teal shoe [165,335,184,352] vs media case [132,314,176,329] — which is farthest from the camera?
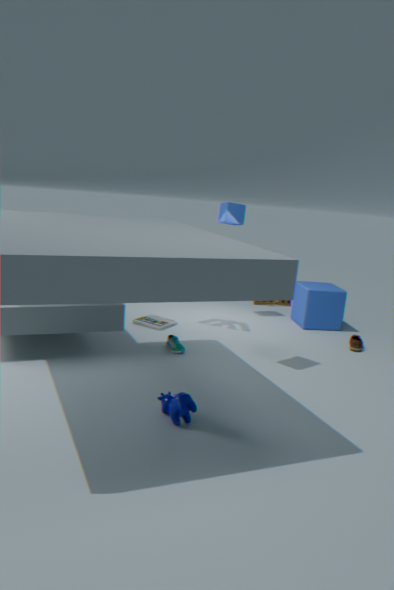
media case [132,314,176,329]
